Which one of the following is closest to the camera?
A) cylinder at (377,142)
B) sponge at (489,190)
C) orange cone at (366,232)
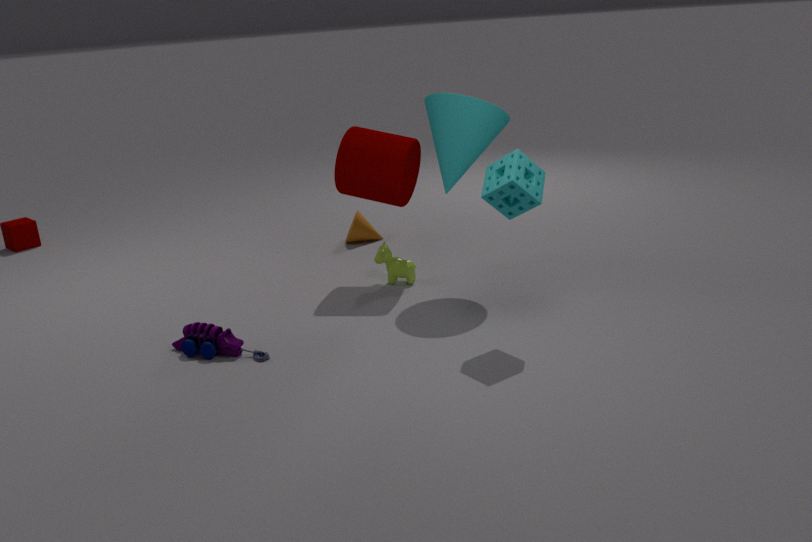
sponge at (489,190)
